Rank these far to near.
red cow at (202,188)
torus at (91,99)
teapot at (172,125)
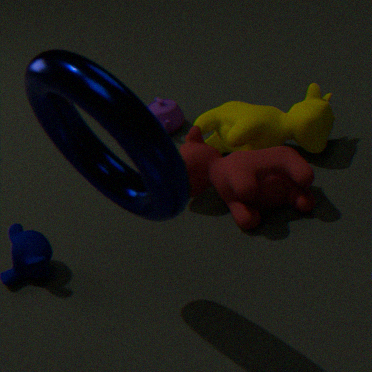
teapot at (172,125)
red cow at (202,188)
torus at (91,99)
